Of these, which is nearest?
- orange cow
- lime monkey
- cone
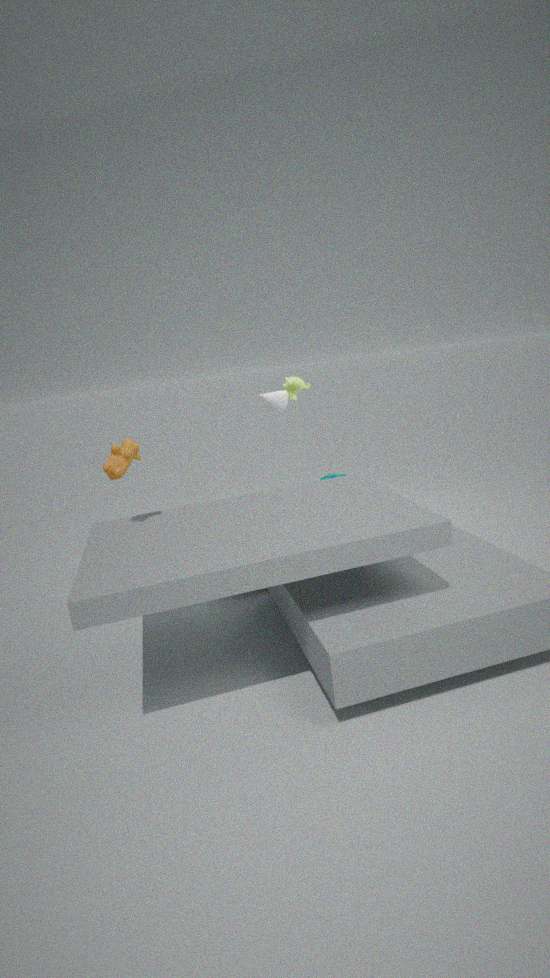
orange cow
